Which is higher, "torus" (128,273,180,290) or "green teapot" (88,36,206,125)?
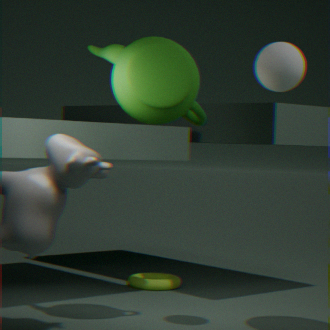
"green teapot" (88,36,206,125)
